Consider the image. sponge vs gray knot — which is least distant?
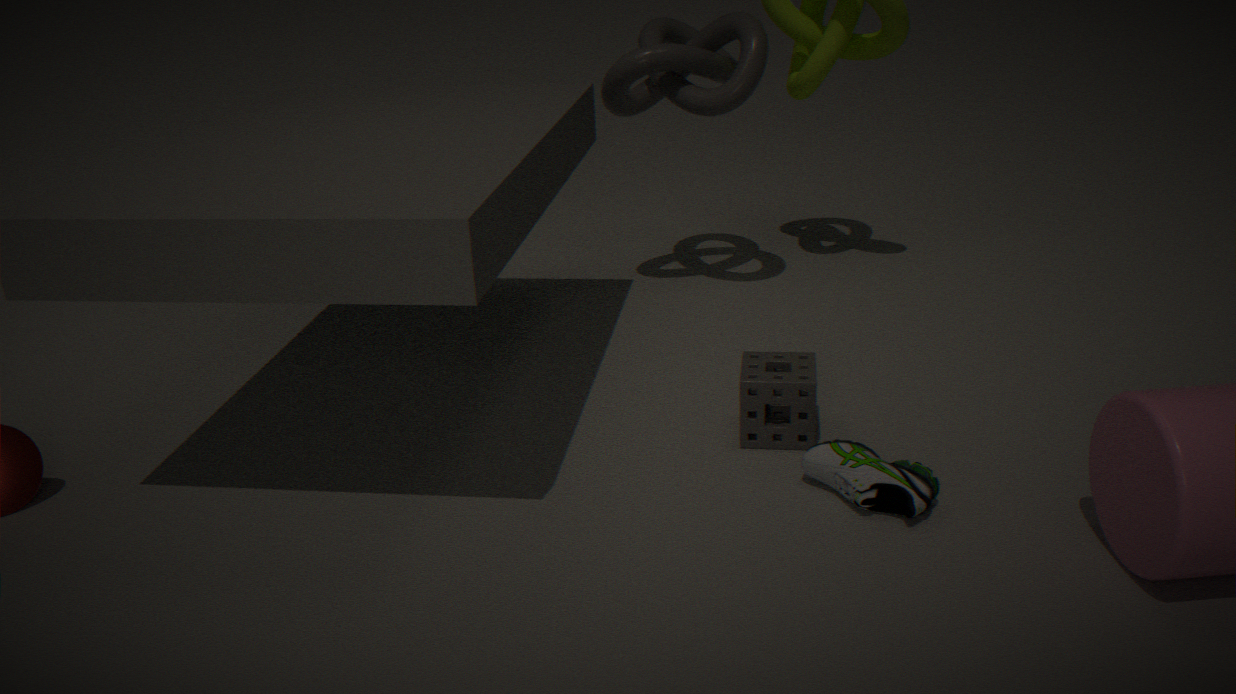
sponge
